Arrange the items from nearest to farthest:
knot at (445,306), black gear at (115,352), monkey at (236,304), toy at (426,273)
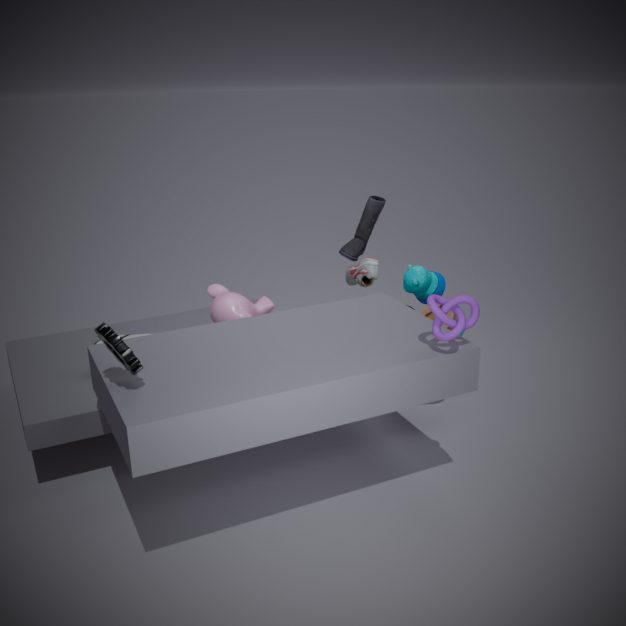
black gear at (115,352)
knot at (445,306)
monkey at (236,304)
toy at (426,273)
